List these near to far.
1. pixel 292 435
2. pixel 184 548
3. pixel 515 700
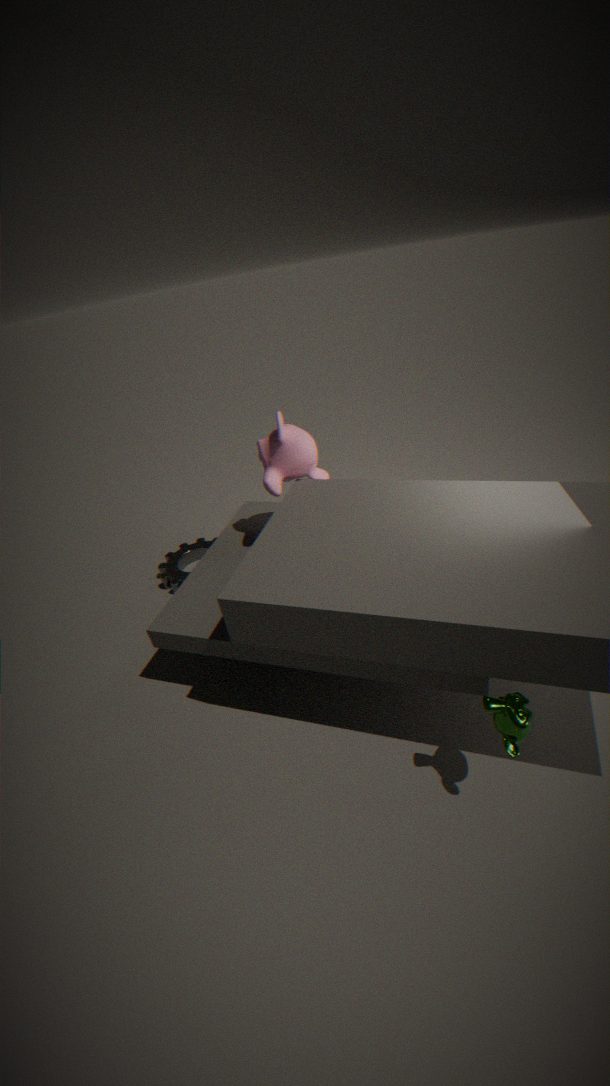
pixel 515 700, pixel 292 435, pixel 184 548
